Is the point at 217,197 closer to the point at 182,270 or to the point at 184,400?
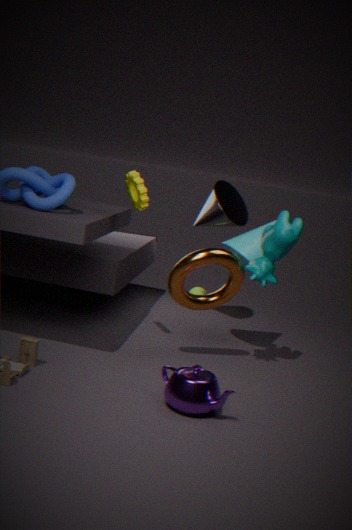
the point at 182,270
